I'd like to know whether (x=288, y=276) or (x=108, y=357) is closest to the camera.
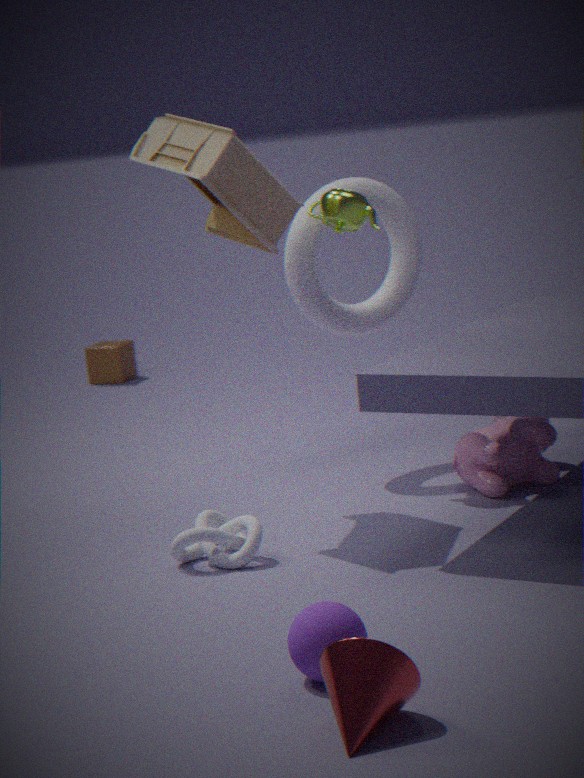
(x=288, y=276)
